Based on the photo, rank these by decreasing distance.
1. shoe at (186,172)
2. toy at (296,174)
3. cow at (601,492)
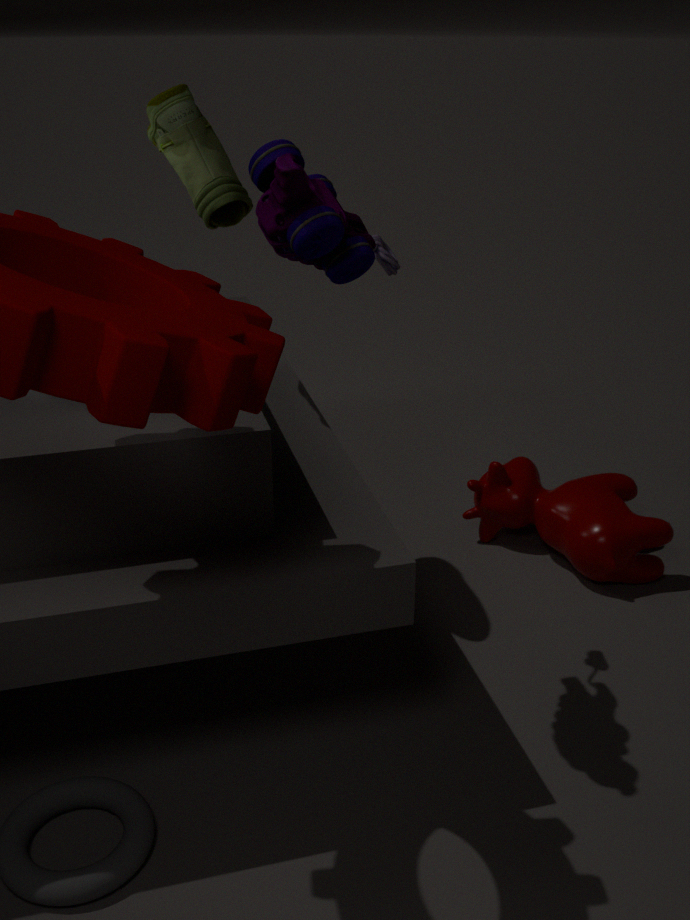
cow at (601,492) < shoe at (186,172) < toy at (296,174)
